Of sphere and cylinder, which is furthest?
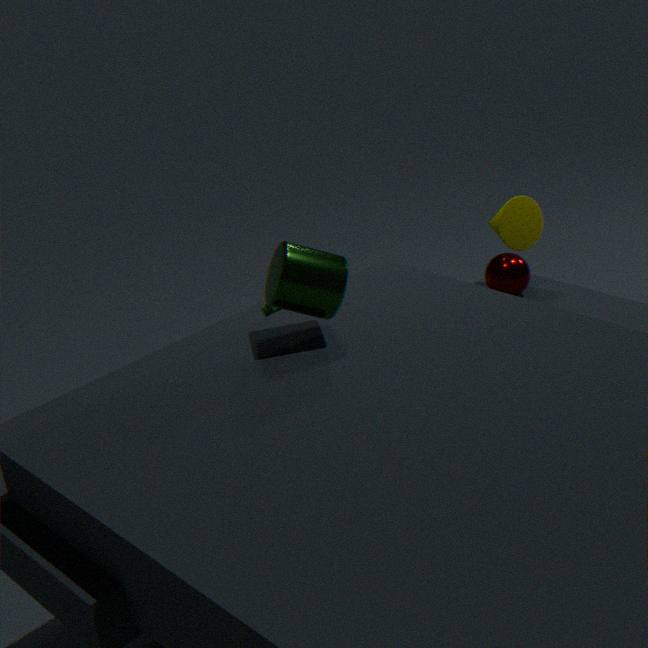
sphere
